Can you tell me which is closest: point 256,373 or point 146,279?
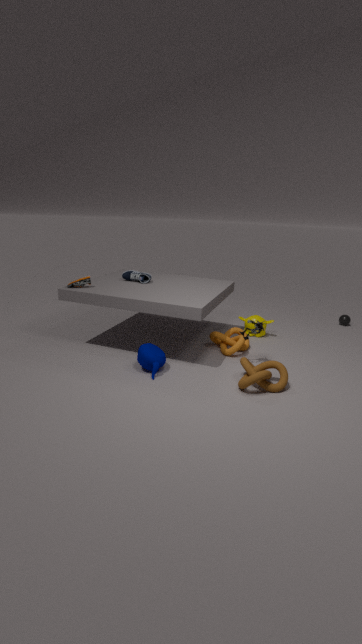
point 256,373
